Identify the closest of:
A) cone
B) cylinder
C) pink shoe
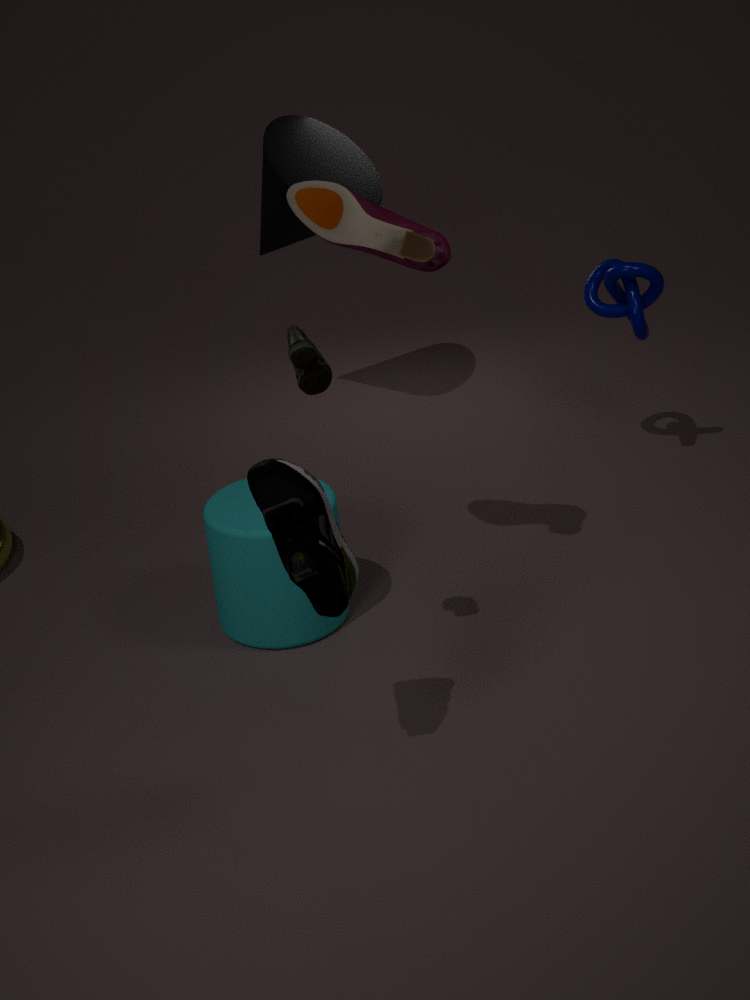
pink shoe
